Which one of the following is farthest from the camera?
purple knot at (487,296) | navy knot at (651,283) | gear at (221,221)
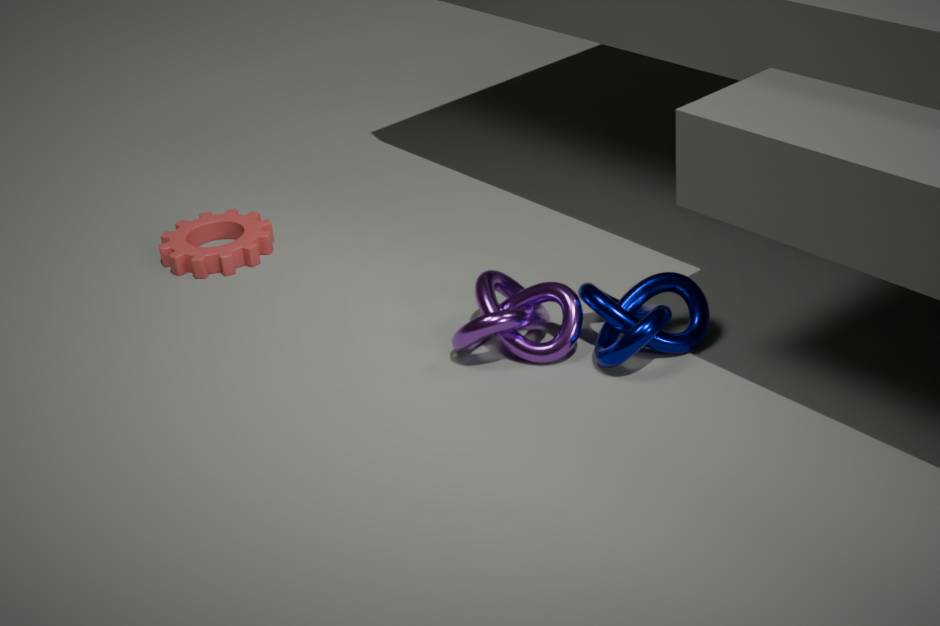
gear at (221,221)
